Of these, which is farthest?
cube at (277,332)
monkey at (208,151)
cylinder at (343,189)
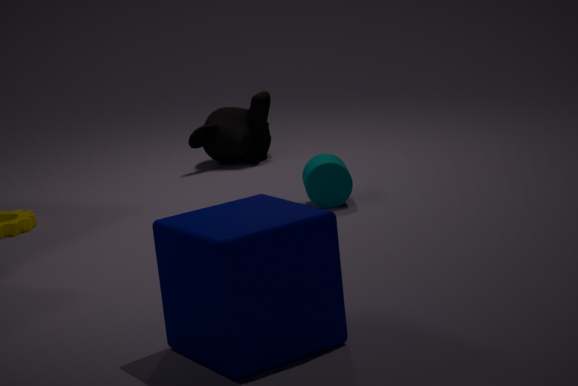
monkey at (208,151)
